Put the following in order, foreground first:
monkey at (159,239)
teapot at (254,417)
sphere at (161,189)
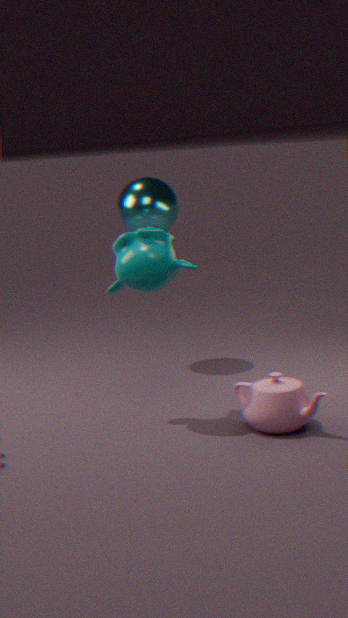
teapot at (254,417) → monkey at (159,239) → sphere at (161,189)
